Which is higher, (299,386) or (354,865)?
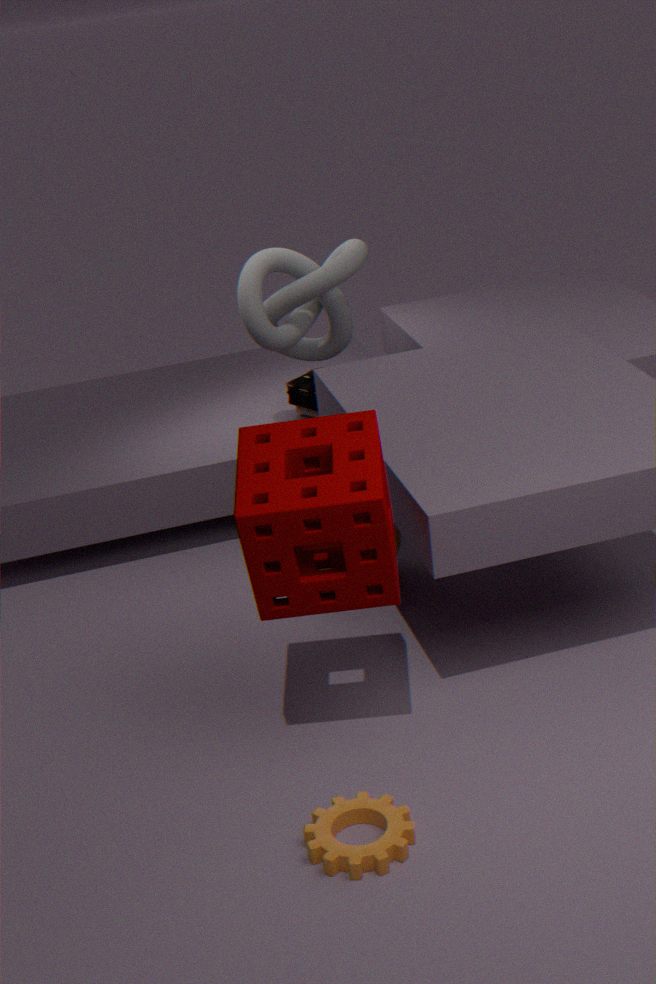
(299,386)
